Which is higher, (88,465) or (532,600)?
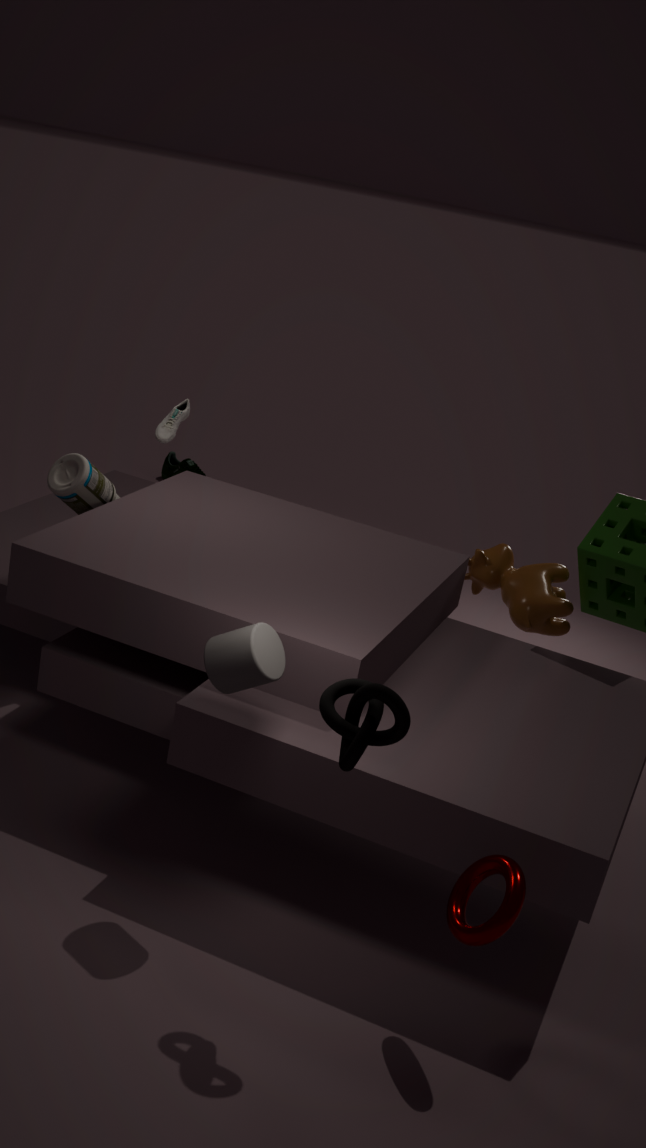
(88,465)
